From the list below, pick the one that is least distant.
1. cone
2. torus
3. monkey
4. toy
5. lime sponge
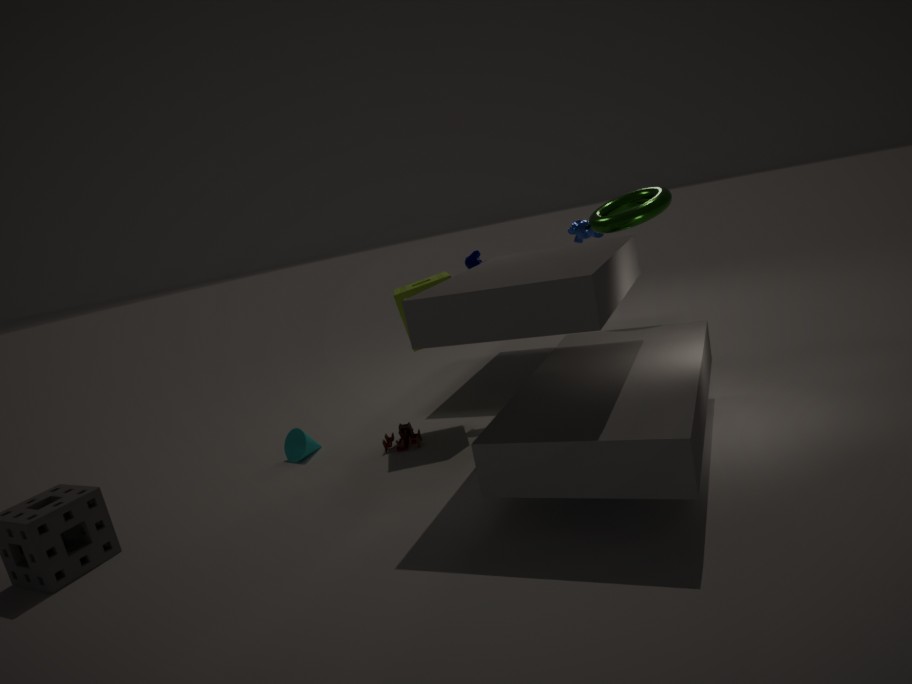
lime sponge
